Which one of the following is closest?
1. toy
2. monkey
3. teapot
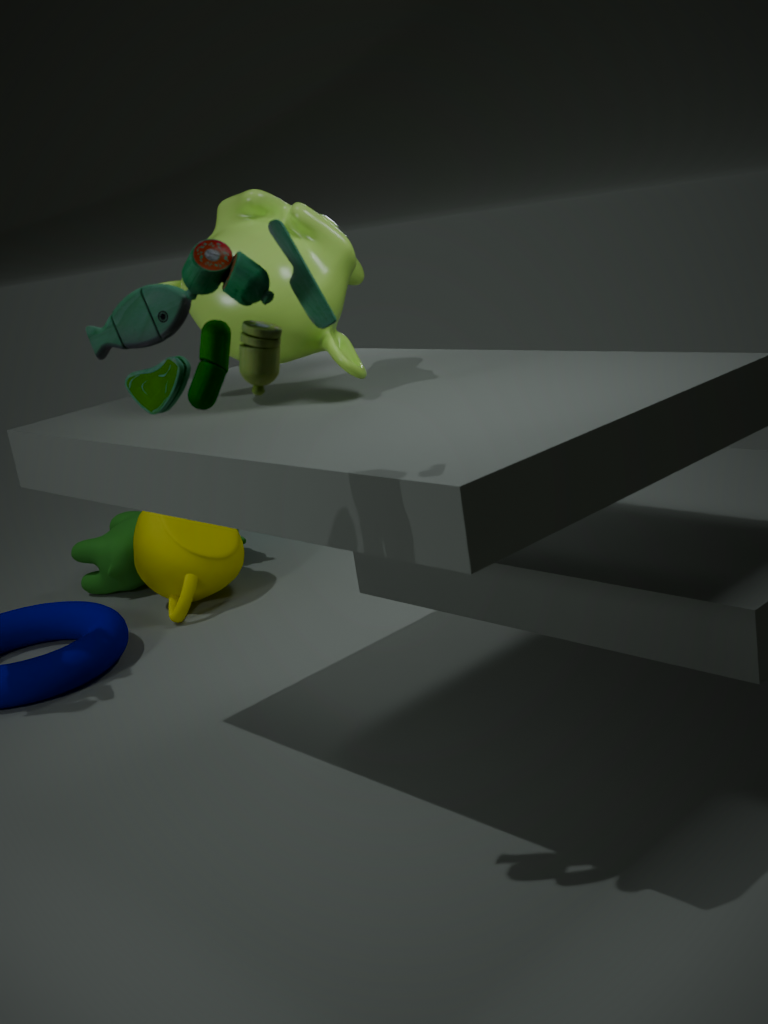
toy
